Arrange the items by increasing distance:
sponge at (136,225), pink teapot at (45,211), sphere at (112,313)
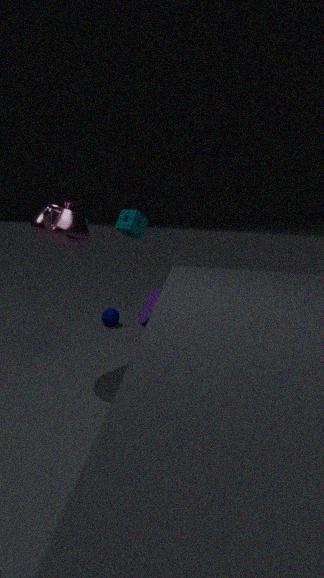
pink teapot at (45,211), sponge at (136,225), sphere at (112,313)
